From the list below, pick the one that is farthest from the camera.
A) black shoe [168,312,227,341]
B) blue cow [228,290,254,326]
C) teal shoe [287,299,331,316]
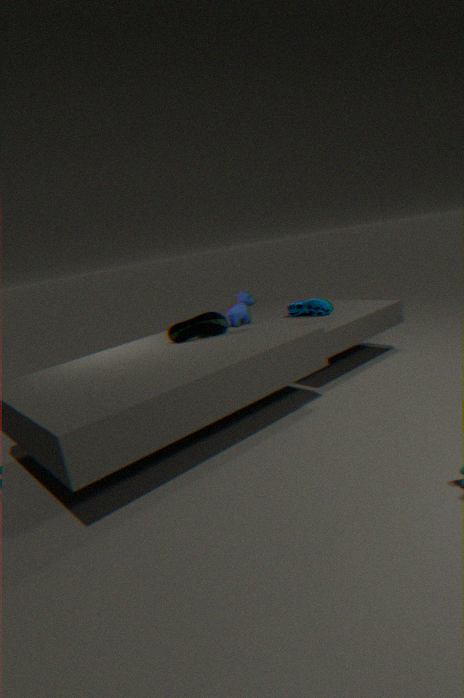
teal shoe [287,299,331,316]
